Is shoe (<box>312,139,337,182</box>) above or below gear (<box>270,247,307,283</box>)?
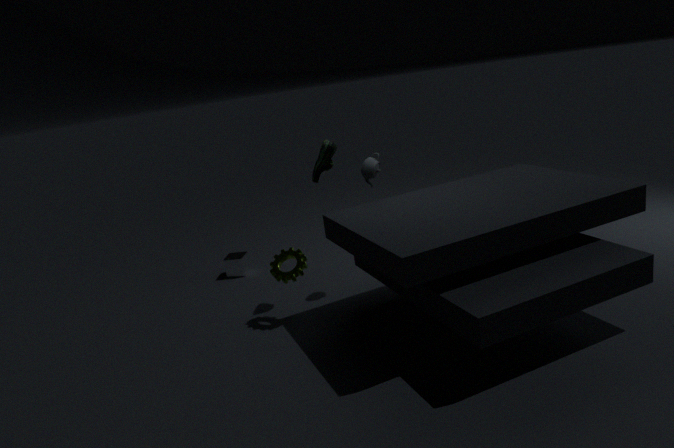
above
